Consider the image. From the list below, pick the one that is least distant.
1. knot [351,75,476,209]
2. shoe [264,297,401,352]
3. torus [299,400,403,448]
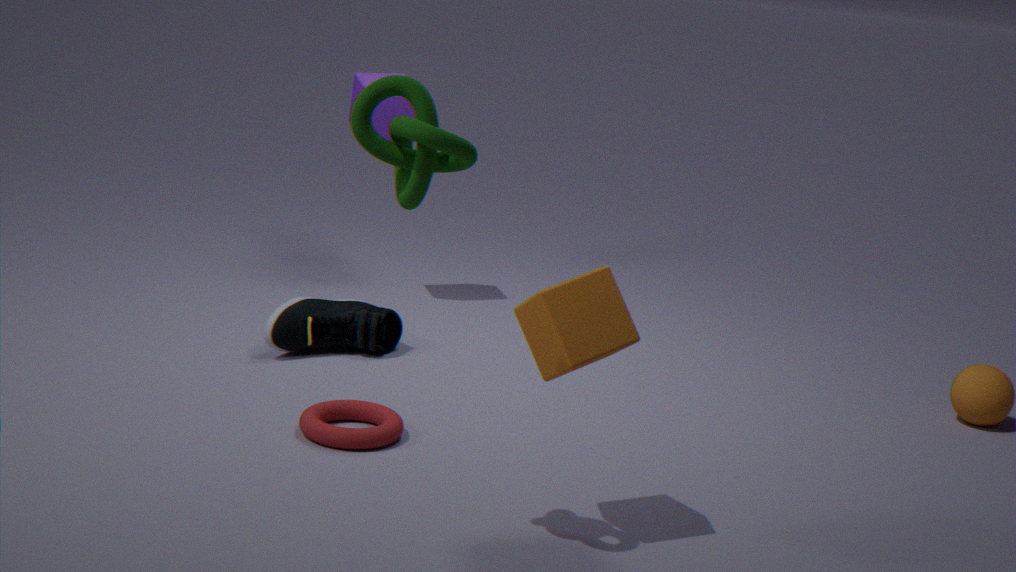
knot [351,75,476,209]
